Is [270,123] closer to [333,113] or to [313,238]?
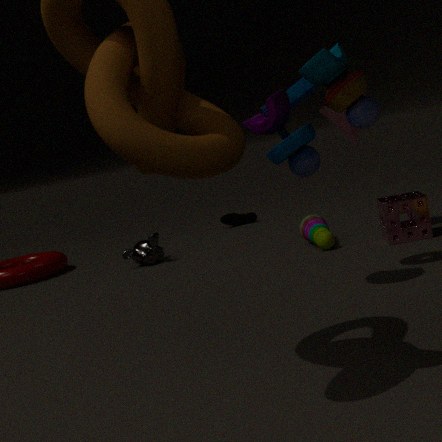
[333,113]
